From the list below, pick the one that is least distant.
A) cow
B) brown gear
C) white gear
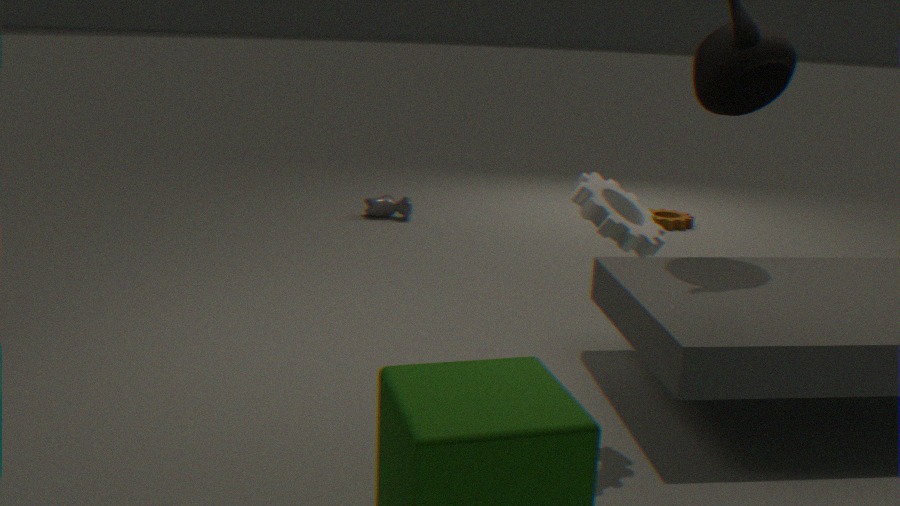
white gear
